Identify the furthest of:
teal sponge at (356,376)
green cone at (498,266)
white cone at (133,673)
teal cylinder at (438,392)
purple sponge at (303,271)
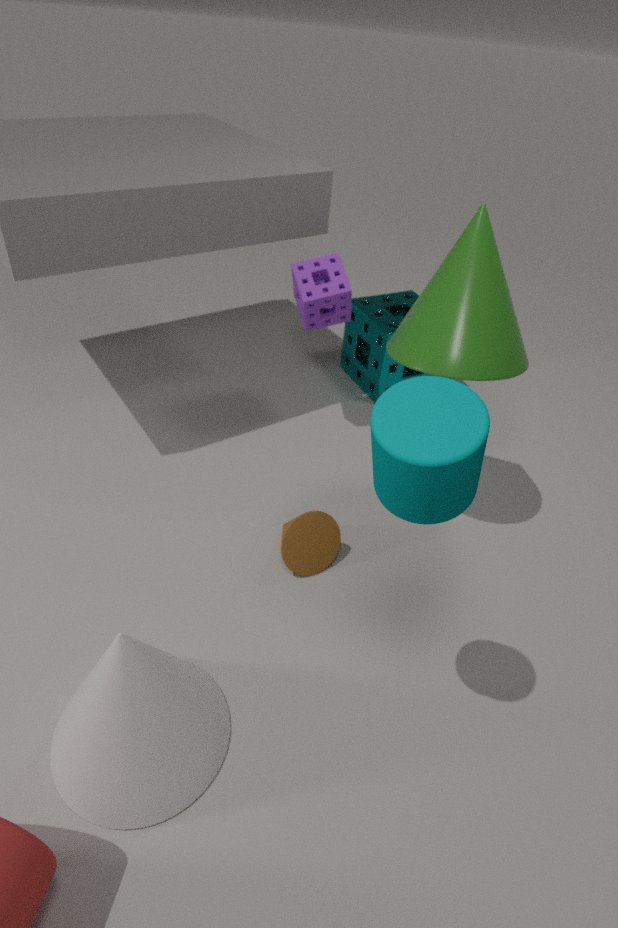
teal sponge at (356,376)
